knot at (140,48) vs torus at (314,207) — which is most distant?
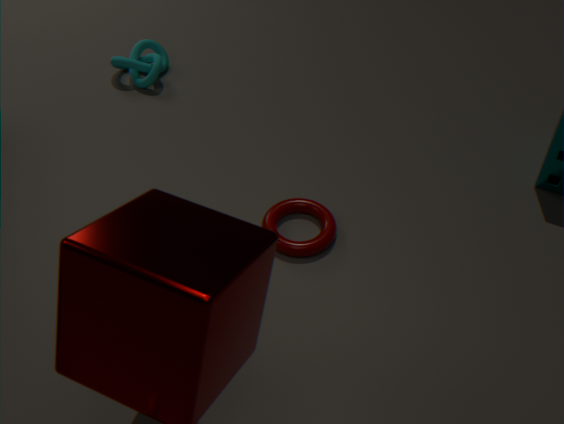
knot at (140,48)
